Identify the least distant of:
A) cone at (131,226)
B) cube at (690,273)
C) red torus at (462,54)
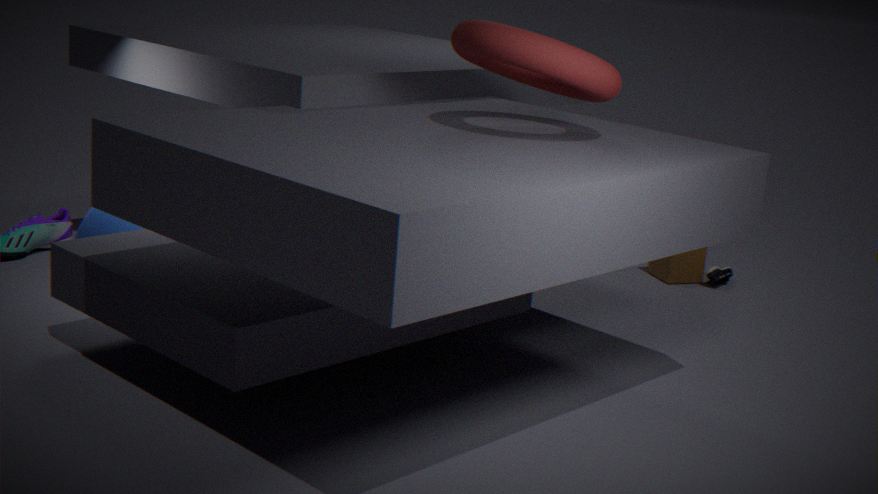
C. red torus at (462,54)
